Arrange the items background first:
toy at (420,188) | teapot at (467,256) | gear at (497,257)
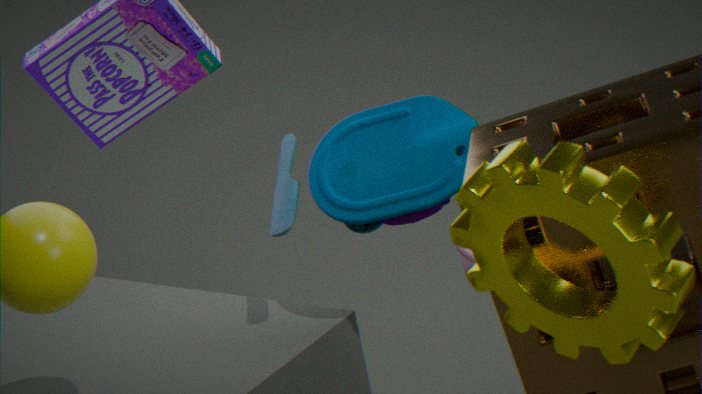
teapot at (467,256)
toy at (420,188)
gear at (497,257)
